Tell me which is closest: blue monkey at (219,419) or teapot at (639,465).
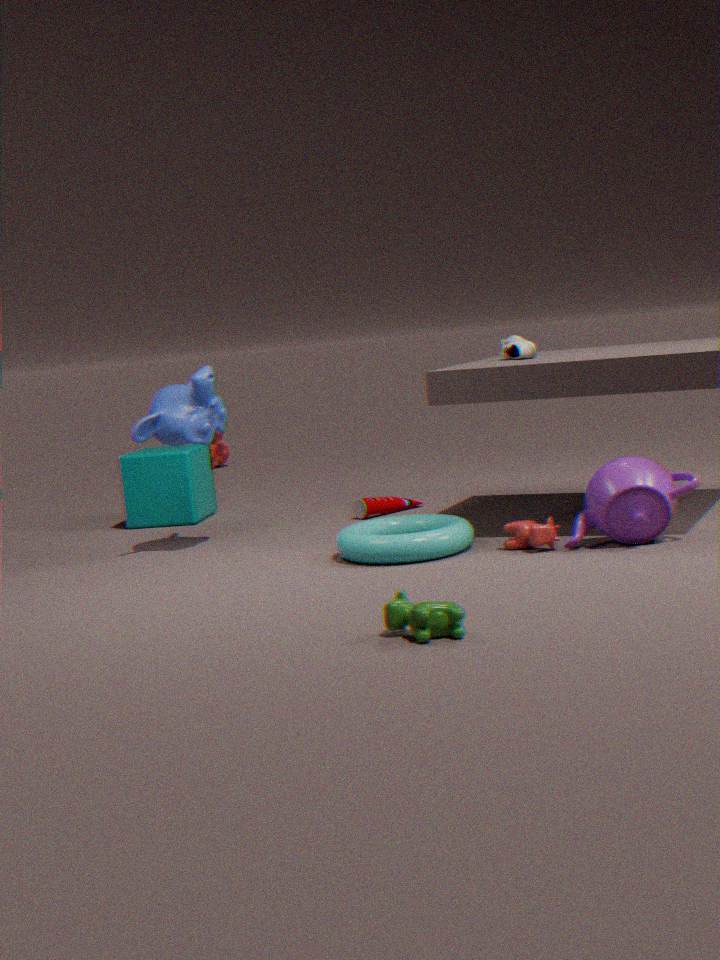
teapot at (639,465)
